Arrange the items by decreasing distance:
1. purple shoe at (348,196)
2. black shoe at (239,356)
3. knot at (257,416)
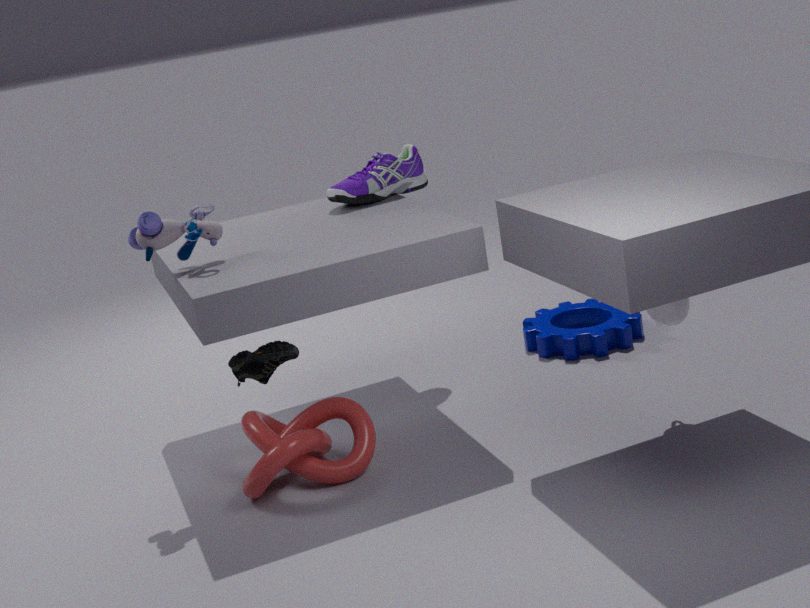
purple shoe at (348,196)
knot at (257,416)
black shoe at (239,356)
